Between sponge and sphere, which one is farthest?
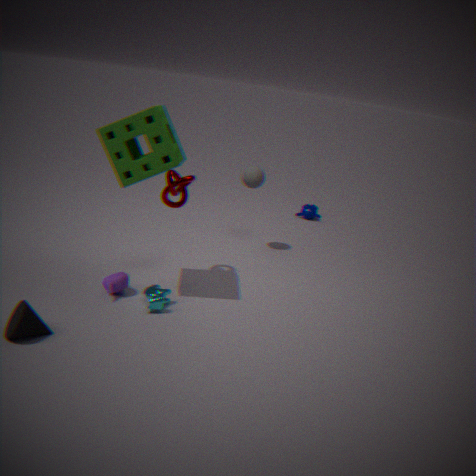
sphere
